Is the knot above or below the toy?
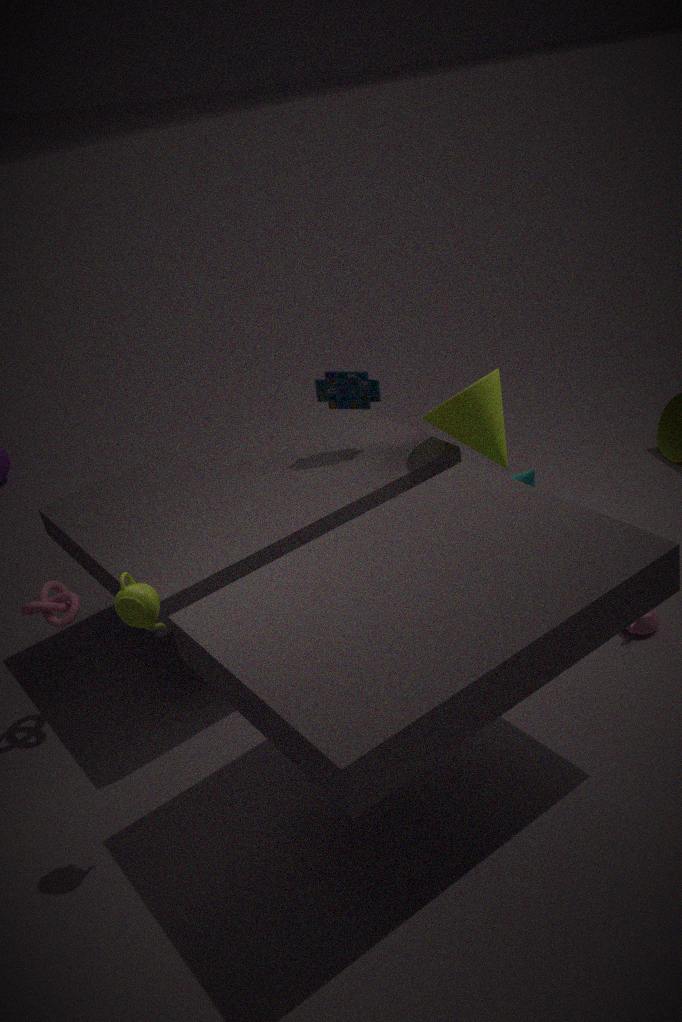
below
